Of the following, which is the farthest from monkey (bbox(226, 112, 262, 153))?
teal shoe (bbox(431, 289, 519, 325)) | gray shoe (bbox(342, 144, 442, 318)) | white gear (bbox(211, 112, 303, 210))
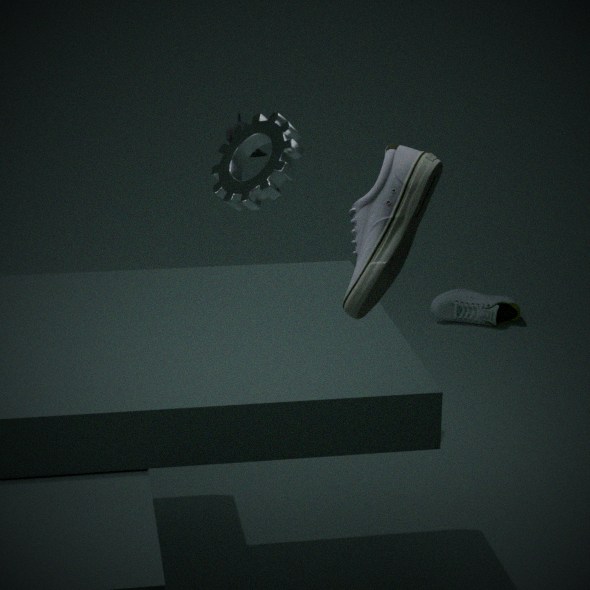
gray shoe (bbox(342, 144, 442, 318))
